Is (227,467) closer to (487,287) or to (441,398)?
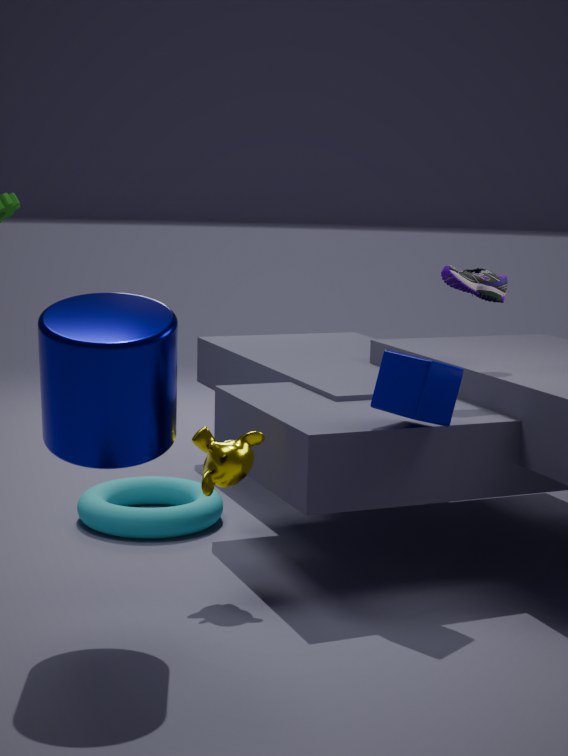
(441,398)
